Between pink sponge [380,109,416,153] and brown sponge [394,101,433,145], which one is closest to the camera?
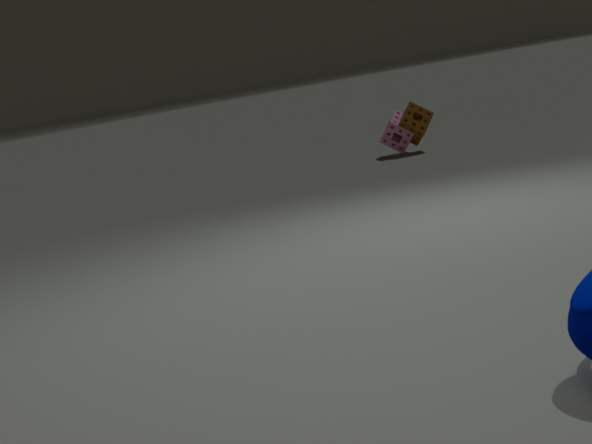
brown sponge [394,101,433,145]
